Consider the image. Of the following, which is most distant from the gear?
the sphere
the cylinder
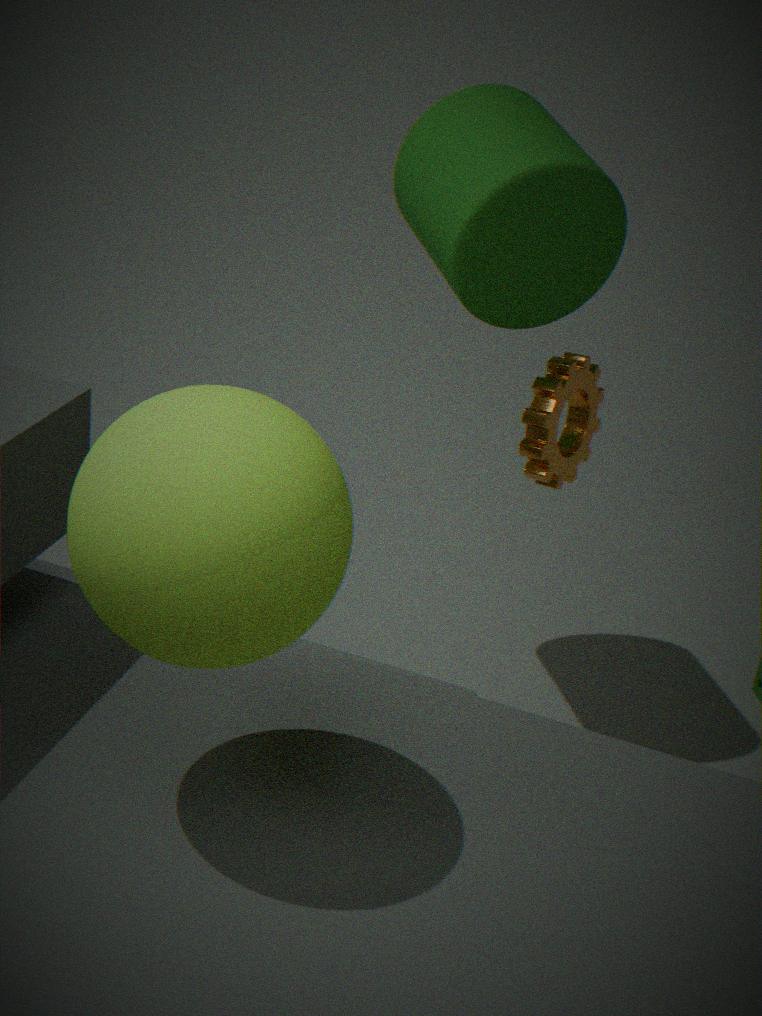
the sphere
